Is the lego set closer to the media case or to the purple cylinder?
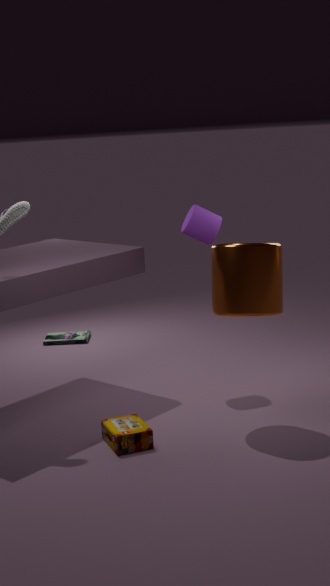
the purple cylinder
